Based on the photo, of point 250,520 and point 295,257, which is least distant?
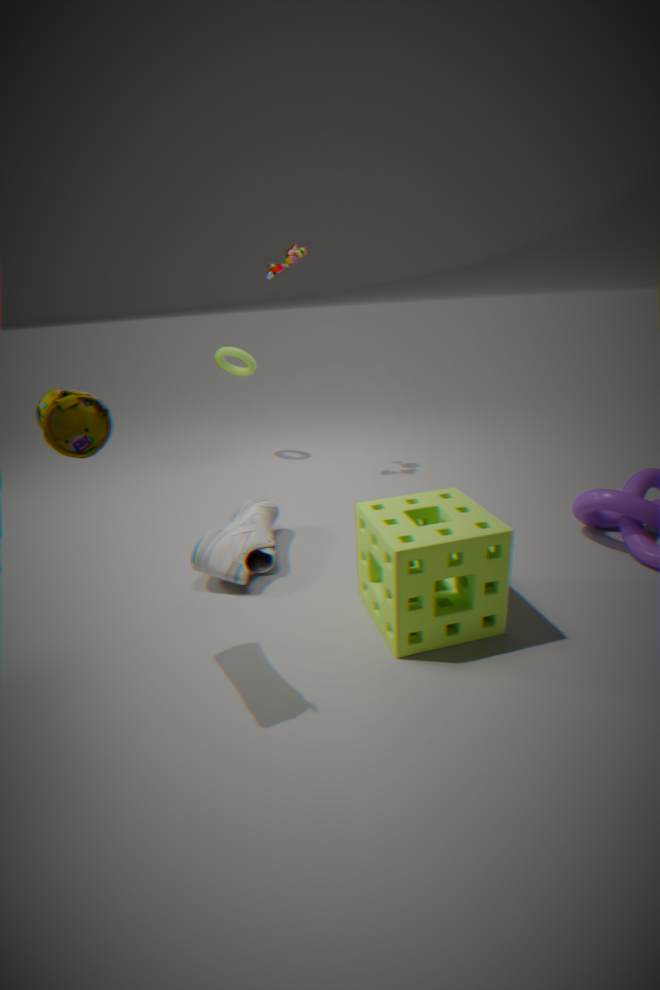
point 250,520
